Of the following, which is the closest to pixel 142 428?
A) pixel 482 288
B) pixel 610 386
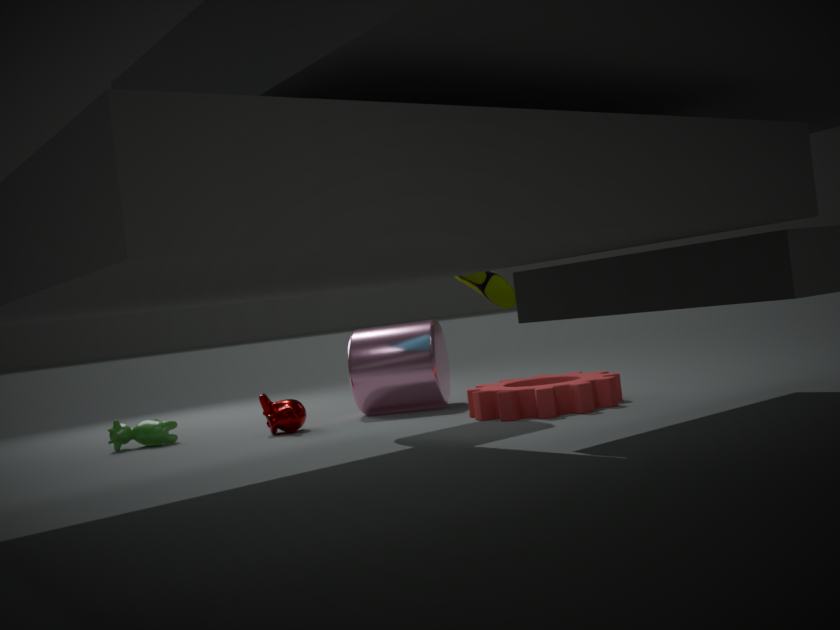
pixel 482 288
